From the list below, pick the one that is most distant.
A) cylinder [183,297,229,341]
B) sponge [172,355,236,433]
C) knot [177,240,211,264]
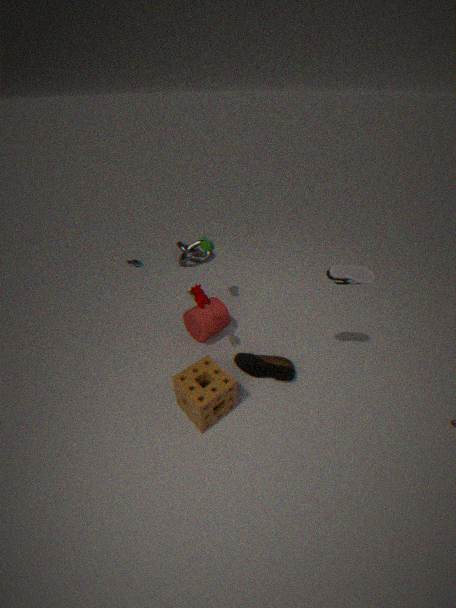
knot [177,240,211,264]
